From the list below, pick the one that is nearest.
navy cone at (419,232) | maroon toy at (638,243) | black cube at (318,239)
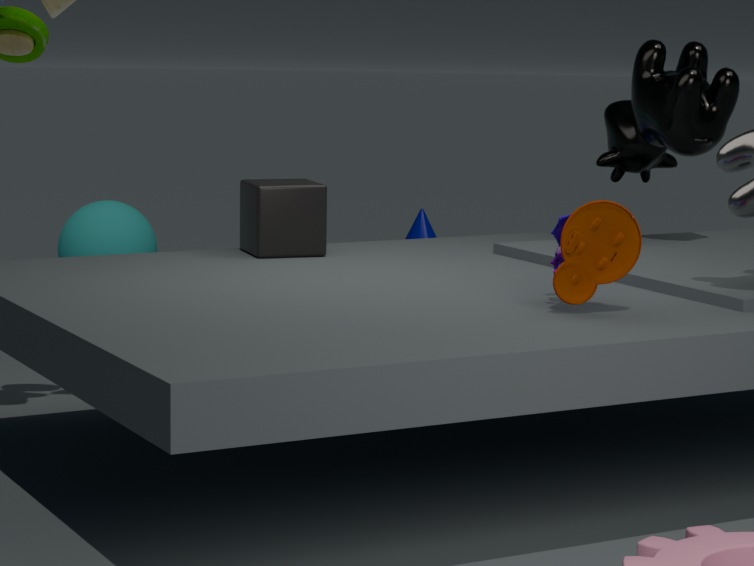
maroon toy at (638,243)
